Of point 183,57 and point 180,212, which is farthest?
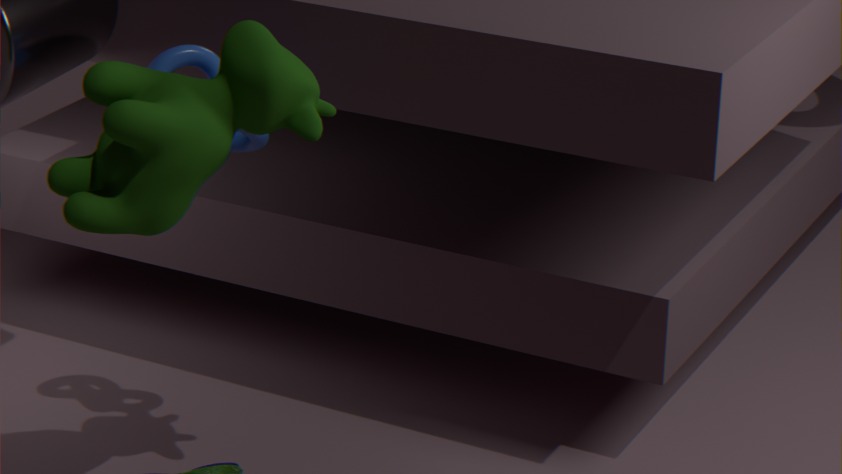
point 183,57
